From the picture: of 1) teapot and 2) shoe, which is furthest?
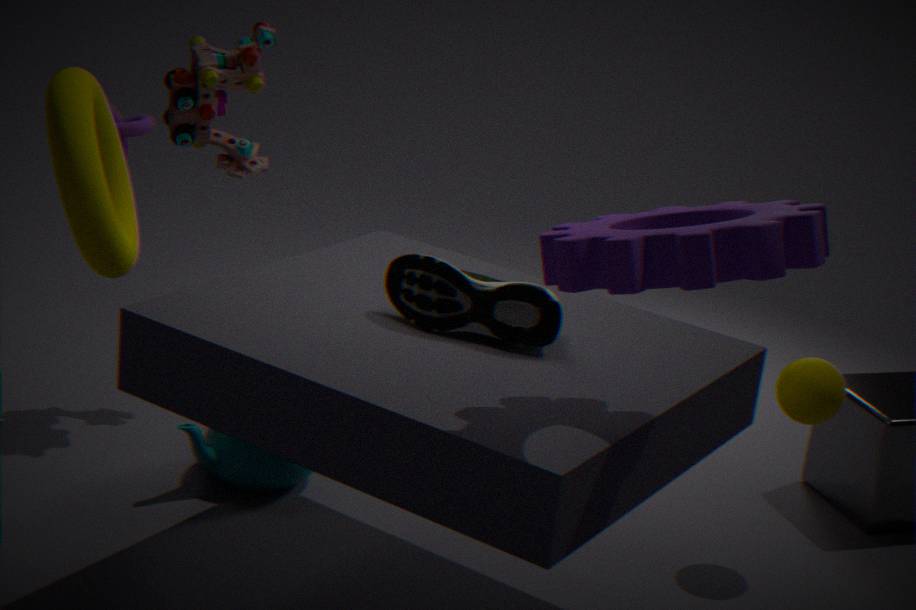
1. teapot
